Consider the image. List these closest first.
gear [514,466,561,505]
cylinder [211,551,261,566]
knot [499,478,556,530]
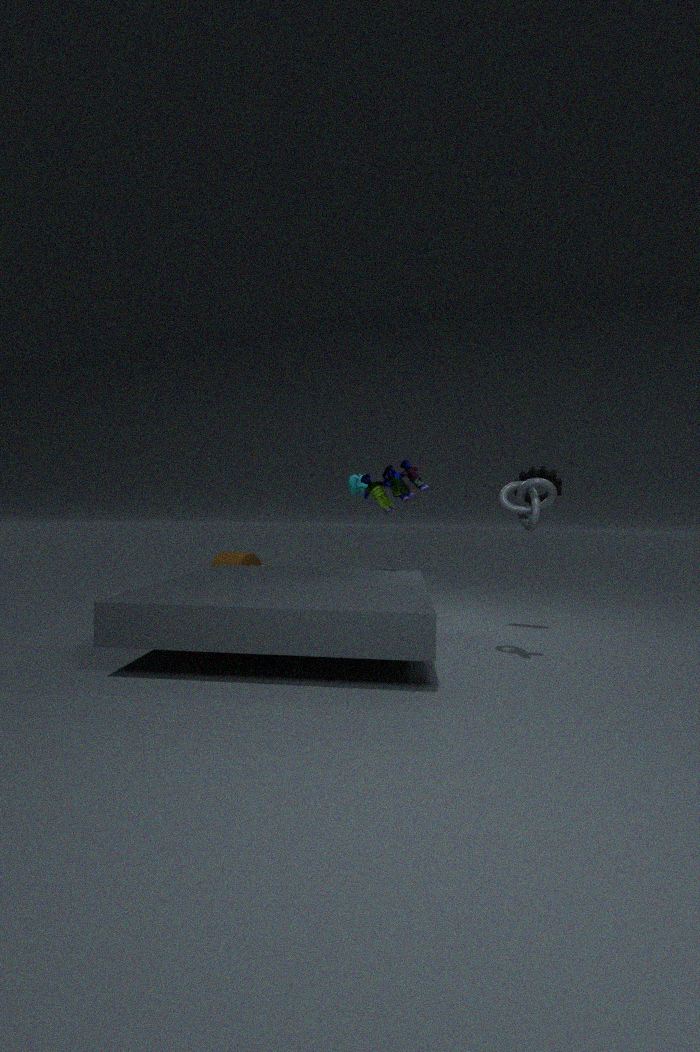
1. knot [499,478,556,530]
2. gear [514,466,561,505]
3. cylinder [211,551,261,566]
